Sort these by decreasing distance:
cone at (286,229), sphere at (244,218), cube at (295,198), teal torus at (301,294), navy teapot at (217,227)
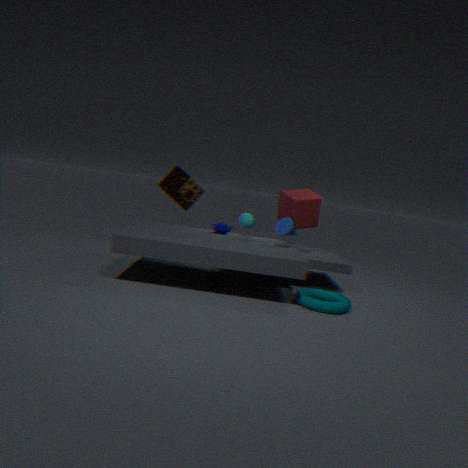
navy teapot at (217,227), sphere at (244,218), cube at (295,198), cone at (286,229), teal torus at (301,294)
